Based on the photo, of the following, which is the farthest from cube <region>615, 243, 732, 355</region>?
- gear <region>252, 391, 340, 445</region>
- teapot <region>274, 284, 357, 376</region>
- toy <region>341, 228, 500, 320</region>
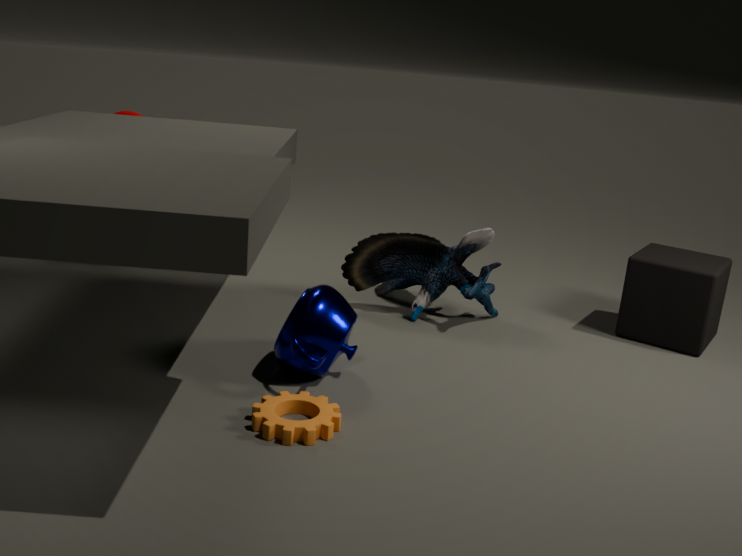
gear <region>252, 391, 340, 445</region>
